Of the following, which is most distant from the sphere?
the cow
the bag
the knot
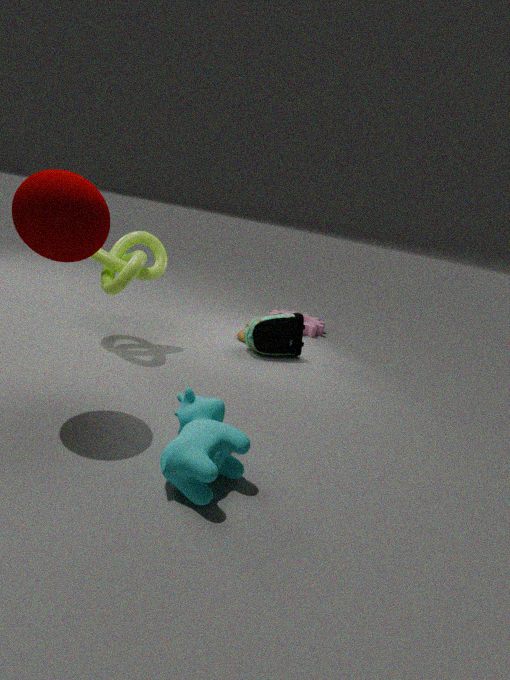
the bag
